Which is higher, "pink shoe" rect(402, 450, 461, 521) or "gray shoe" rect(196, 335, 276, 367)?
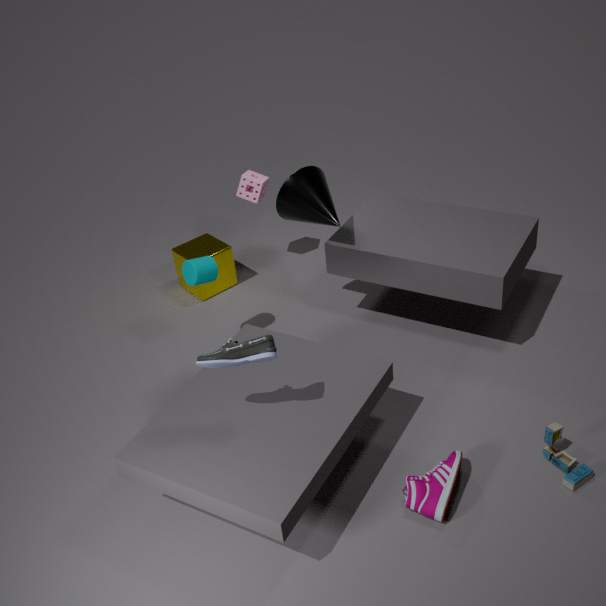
"gray shoe" rect(196, 335, 276, 367)
